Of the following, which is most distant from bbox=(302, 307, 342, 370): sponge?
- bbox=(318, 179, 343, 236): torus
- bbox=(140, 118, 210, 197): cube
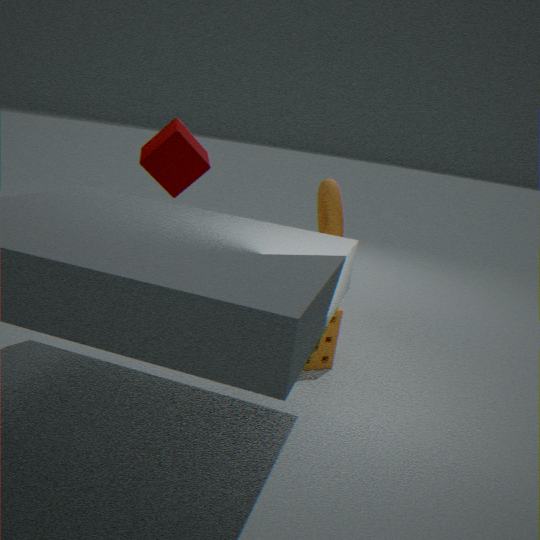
bbox=(140, 118, 210, 197): cube
